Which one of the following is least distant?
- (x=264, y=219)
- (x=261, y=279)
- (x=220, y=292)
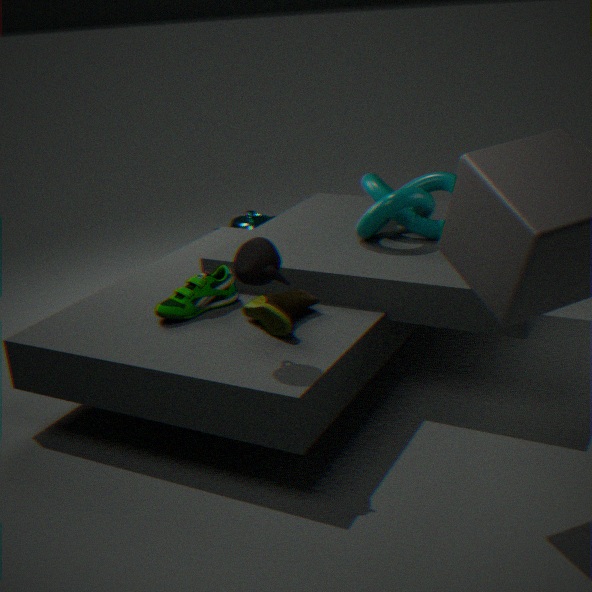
(x=261, y=279)
